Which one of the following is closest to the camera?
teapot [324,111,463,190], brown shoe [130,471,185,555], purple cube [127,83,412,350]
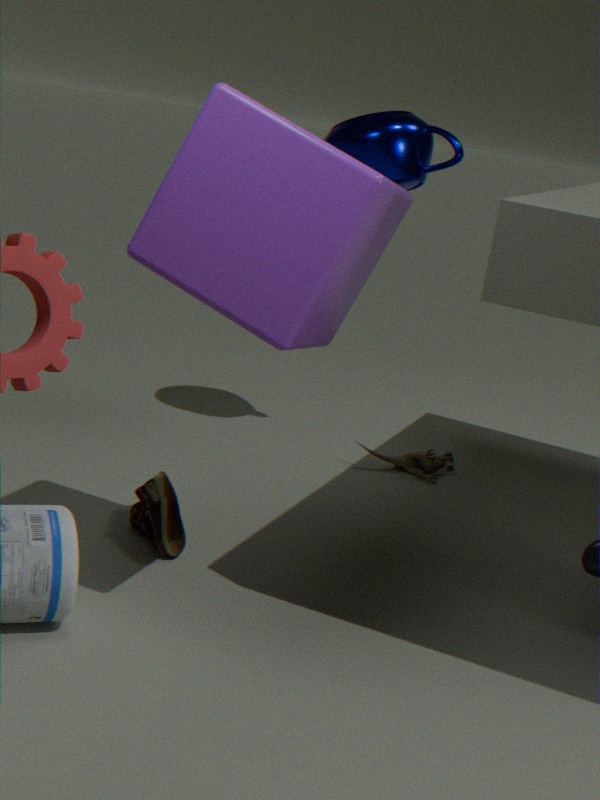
purple cube [127,83,412,350]
